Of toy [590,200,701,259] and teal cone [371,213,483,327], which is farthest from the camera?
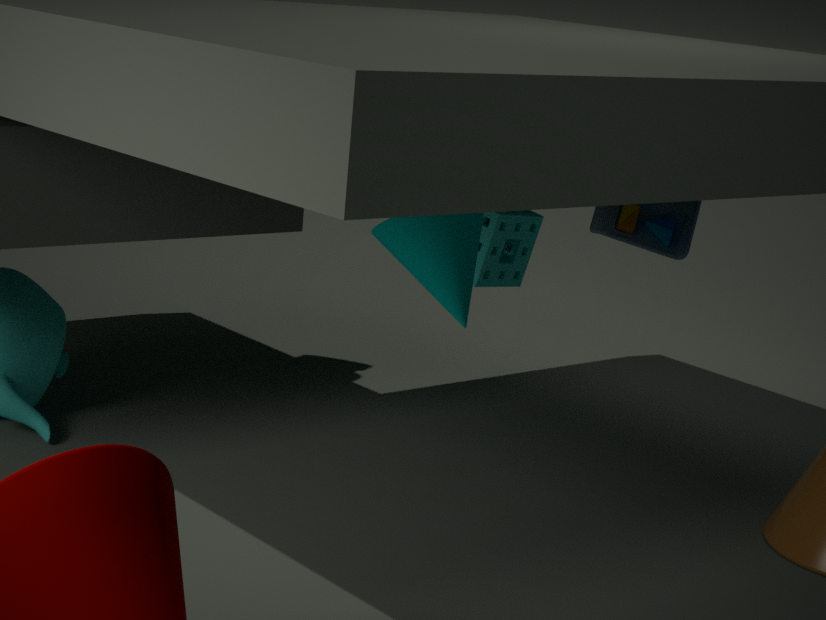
toy [590,200,701,259]
